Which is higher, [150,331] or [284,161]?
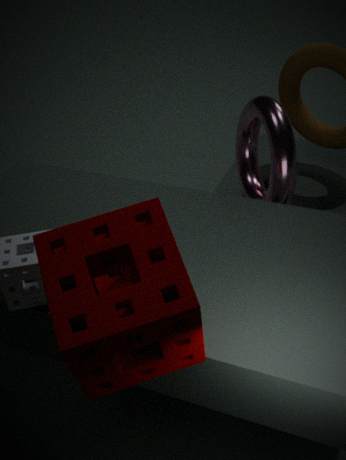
[150,331]
